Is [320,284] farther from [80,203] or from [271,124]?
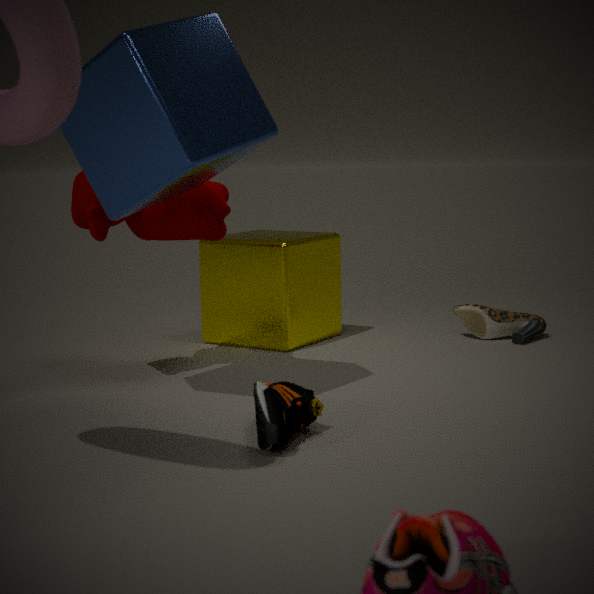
[271,124]
